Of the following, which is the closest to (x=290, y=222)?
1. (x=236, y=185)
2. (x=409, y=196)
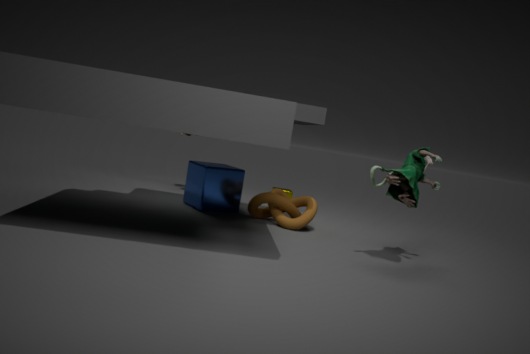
(x=236, y=185)
